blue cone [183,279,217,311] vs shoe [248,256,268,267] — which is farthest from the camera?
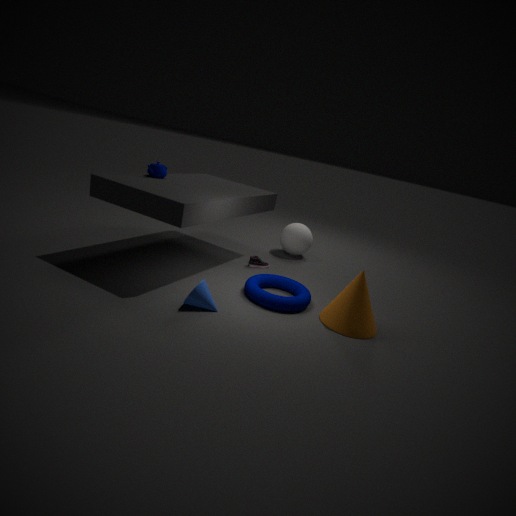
shoe [248,256,268,267]
